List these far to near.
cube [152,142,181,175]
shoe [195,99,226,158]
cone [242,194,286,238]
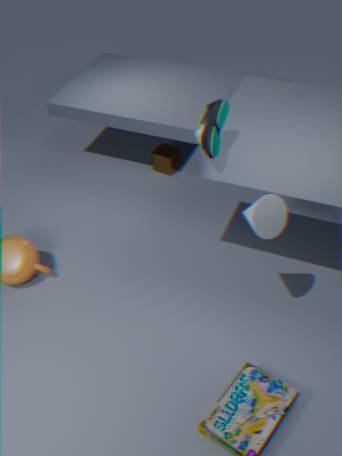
cube [152,142,181,175], shoe [195,99,226,158], cone [242,194,286,238]
